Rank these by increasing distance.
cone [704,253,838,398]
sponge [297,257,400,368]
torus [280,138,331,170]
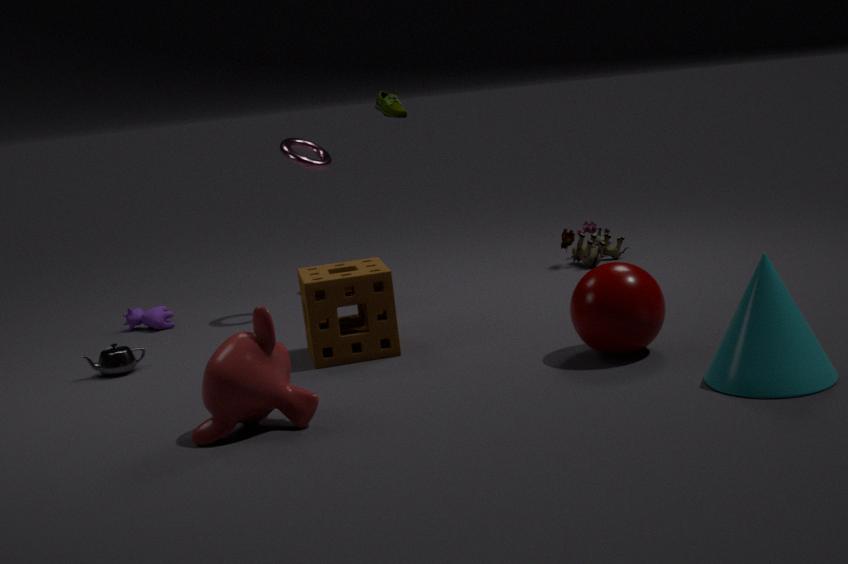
cone [704,253,838,398], sponge [297,257,400,368], torus [280,138,331,170]
